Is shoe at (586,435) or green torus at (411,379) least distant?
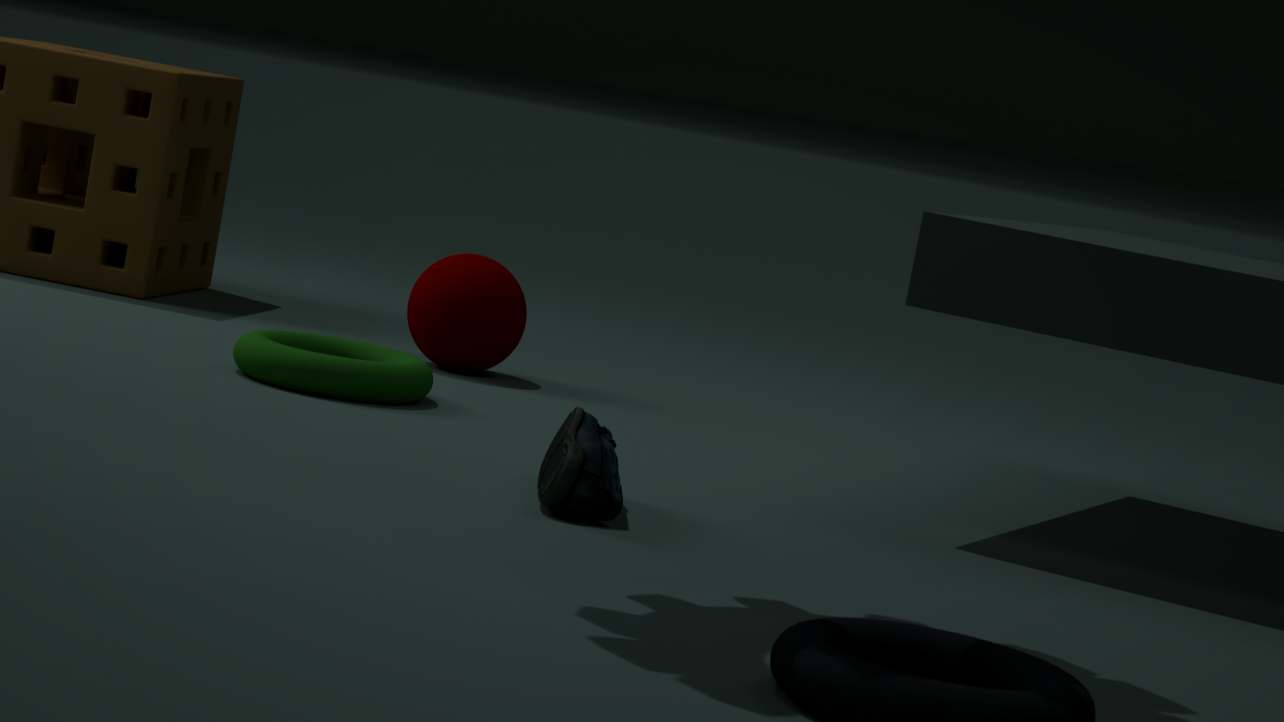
shoe at (586,435)
